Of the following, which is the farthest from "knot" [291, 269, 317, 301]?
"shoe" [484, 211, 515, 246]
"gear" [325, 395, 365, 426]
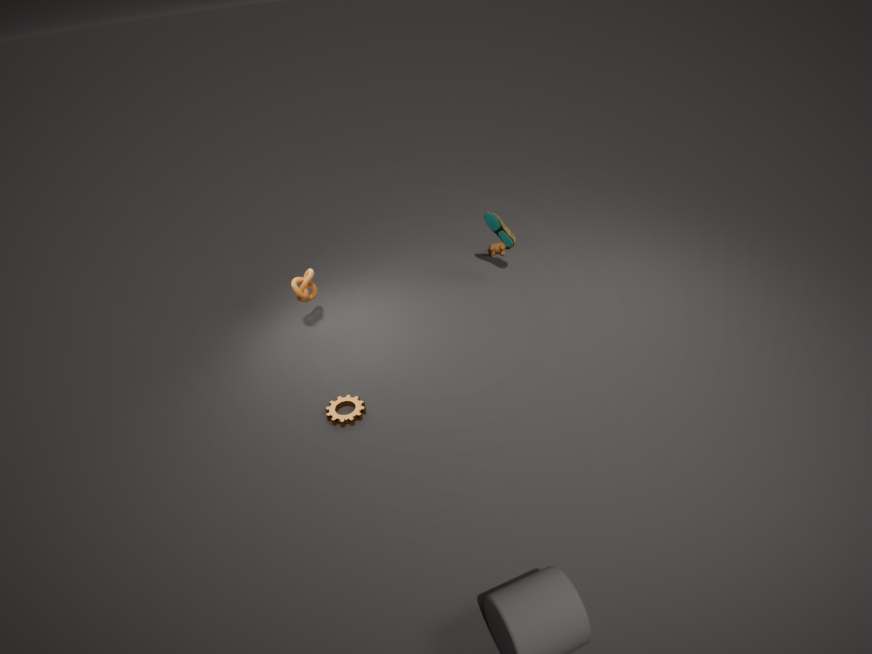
"shoe" [484, 211, 515, 246]
